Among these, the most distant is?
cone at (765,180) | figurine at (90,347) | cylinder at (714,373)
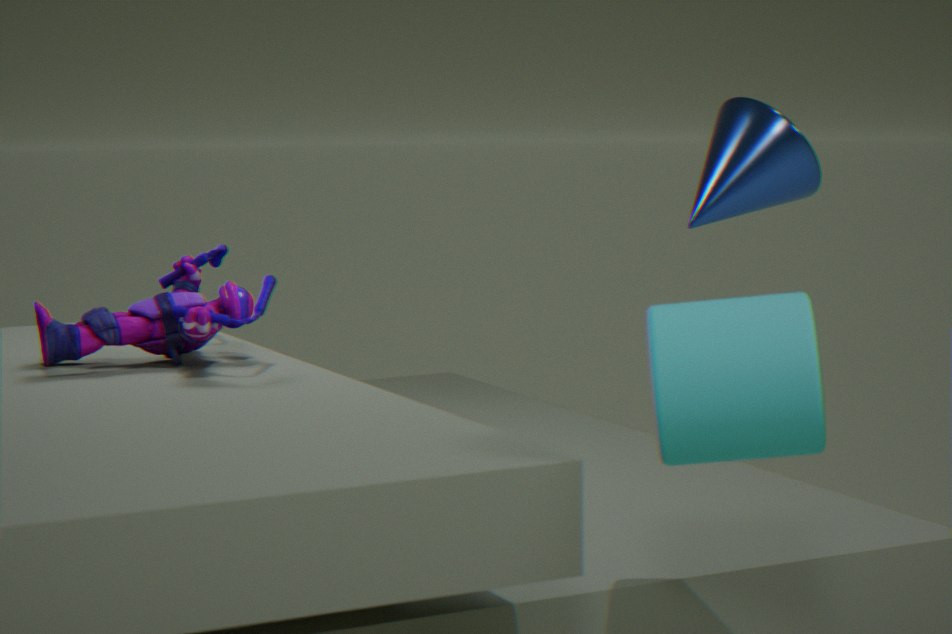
cone at (765,180)
